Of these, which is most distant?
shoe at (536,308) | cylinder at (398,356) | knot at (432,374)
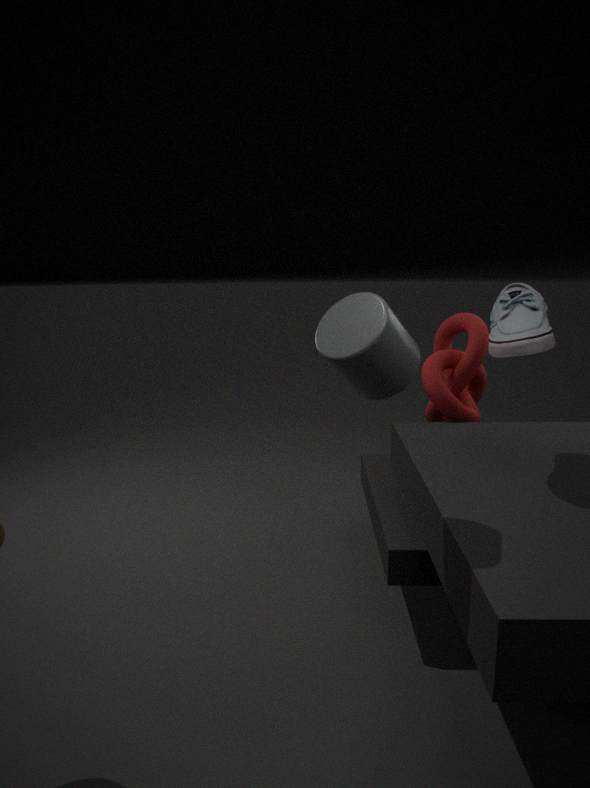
knot at (432,374)
